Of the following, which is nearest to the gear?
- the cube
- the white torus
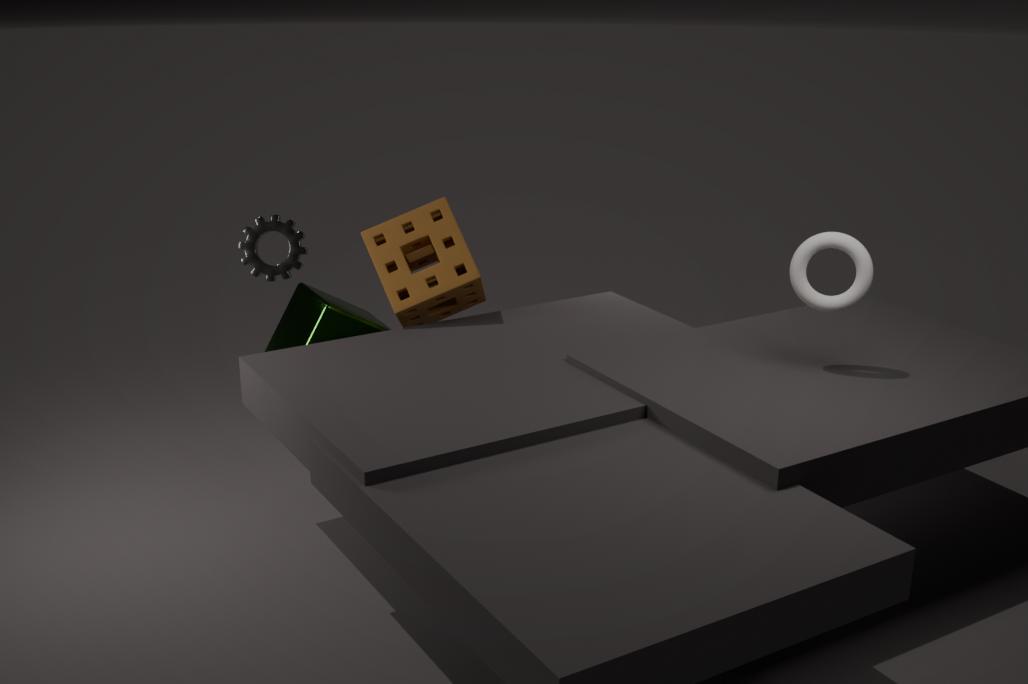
the cube
